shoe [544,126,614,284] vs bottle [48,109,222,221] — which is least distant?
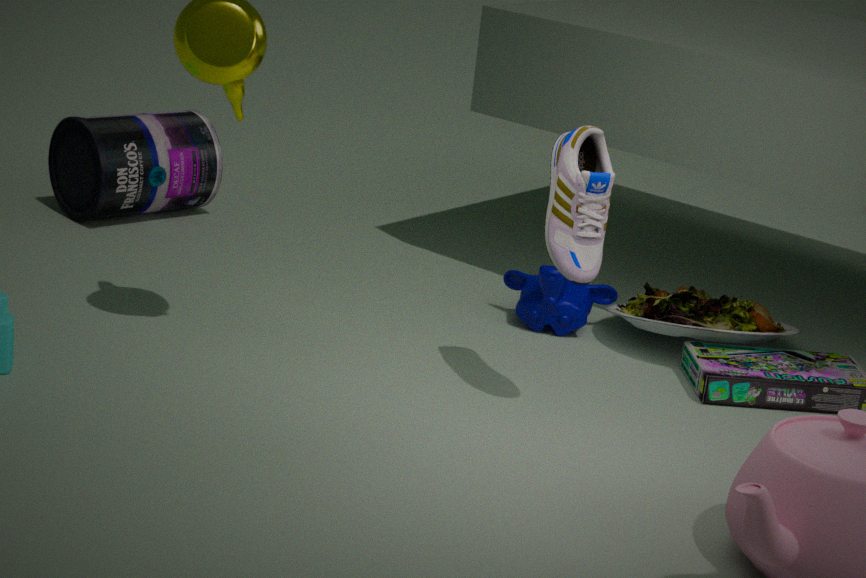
shoe [544,126,614,284]
